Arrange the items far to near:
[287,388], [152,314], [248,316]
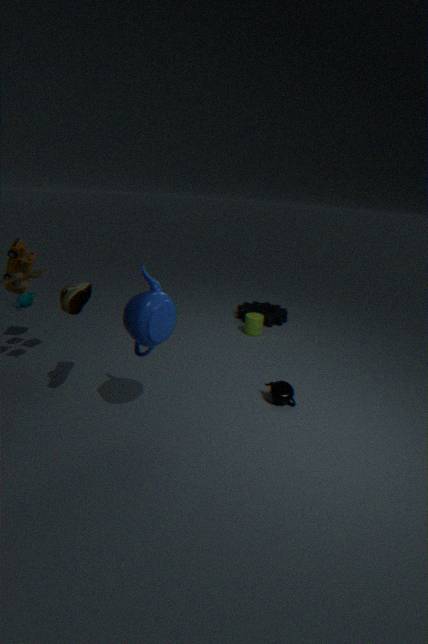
1. [248,316]
2. [287,388]
3. [152,314]
